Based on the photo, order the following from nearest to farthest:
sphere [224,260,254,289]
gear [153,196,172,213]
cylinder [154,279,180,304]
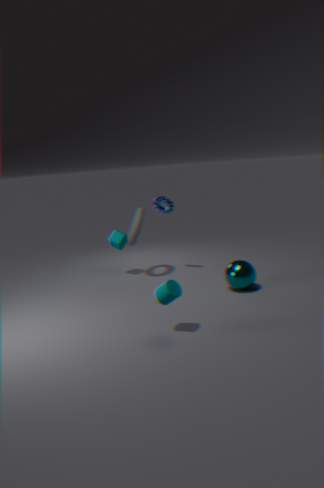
cylinder [154,279,180,304] < sphere [224,260,254,289] < gear [153,196,172,213]
